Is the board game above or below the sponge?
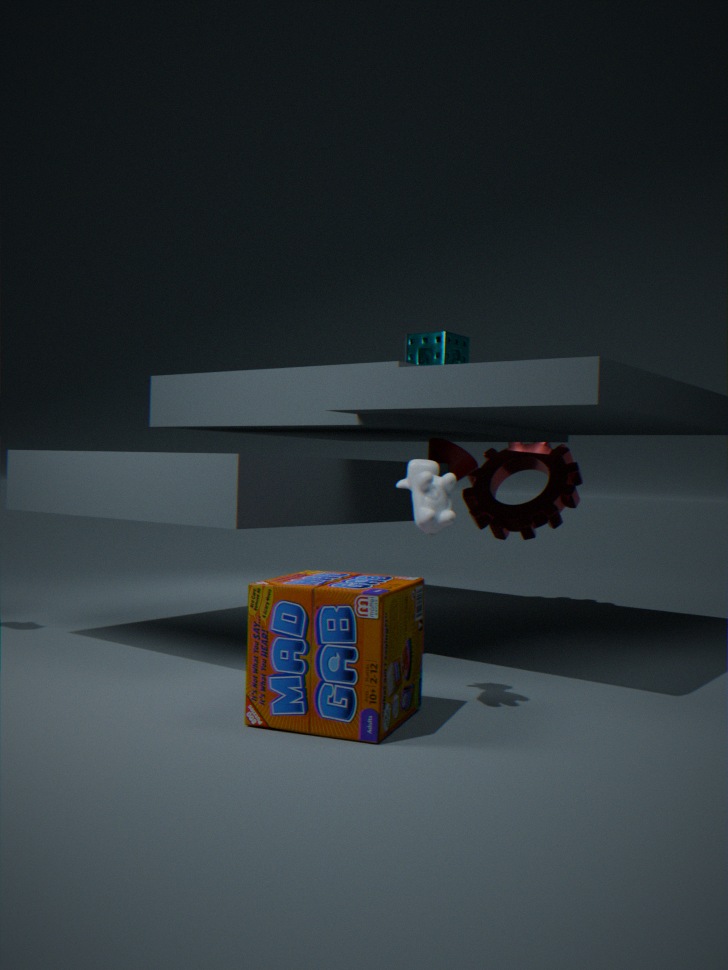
below
